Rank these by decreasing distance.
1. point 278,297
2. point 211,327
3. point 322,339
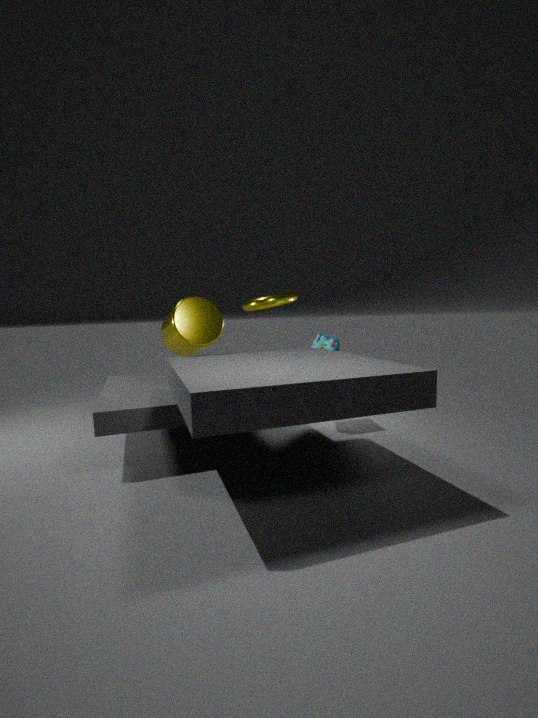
point 278,297, point 322,339, point 211,327
